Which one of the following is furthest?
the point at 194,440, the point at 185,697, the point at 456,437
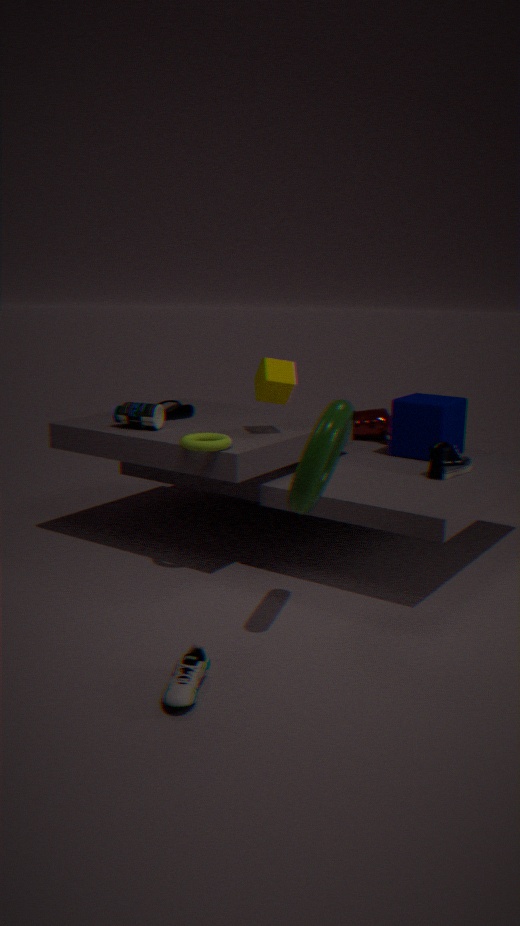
the point at 456,437
